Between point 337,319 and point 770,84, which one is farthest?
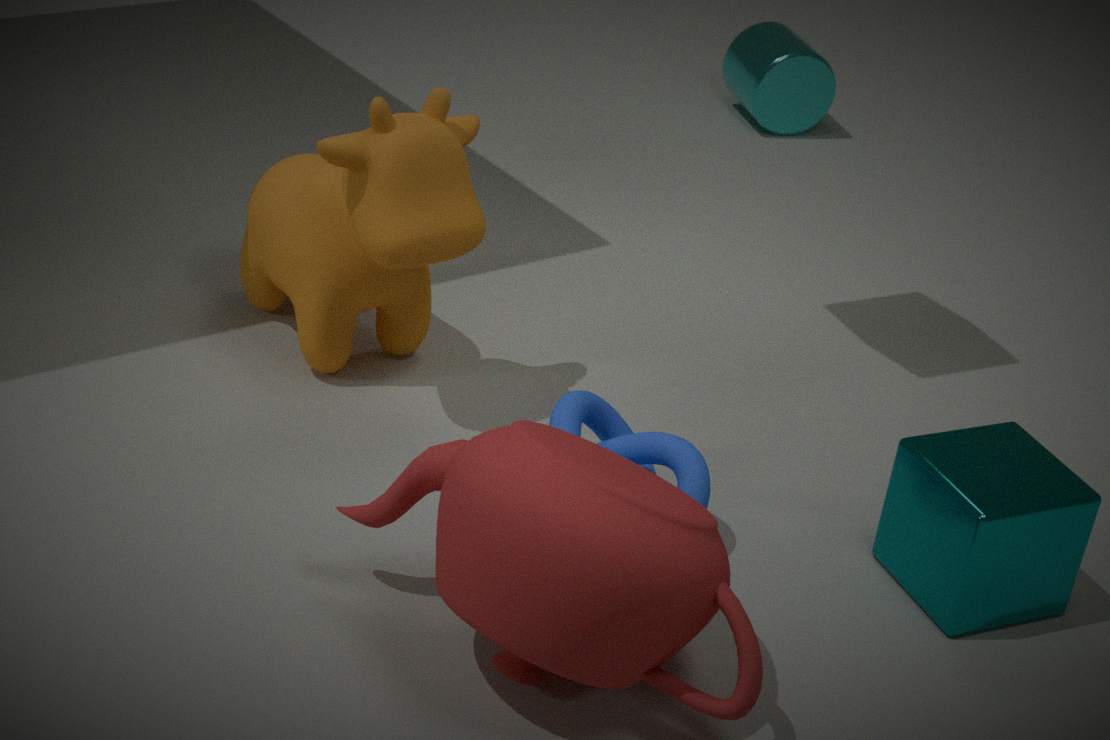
point 770,84
